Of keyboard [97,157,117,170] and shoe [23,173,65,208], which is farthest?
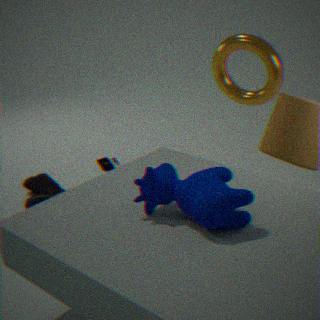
keyboard [97,157,117,170]
